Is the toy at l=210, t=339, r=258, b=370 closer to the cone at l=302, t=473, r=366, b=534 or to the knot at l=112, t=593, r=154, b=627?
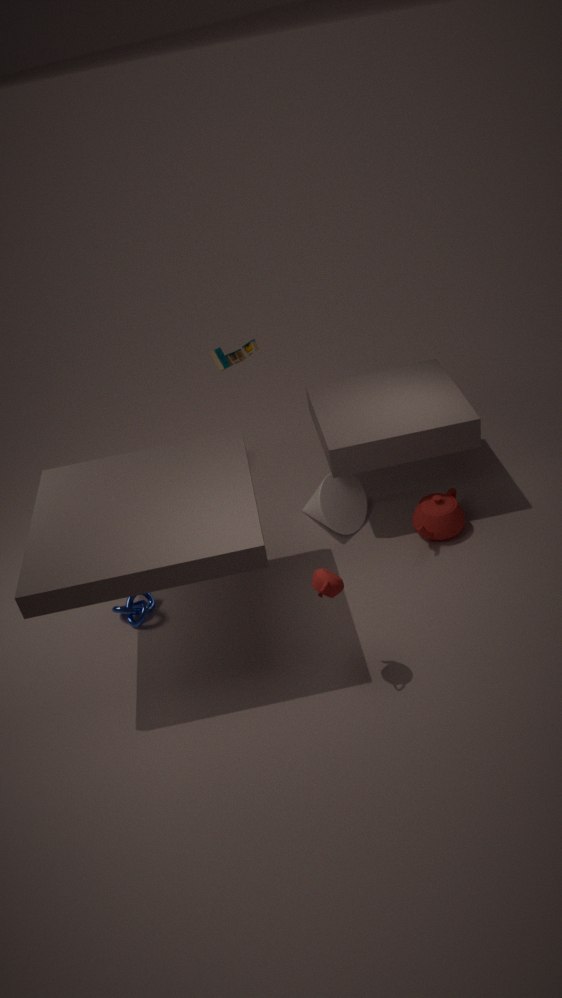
the cone at l=302, t=473, r=366, b=534
